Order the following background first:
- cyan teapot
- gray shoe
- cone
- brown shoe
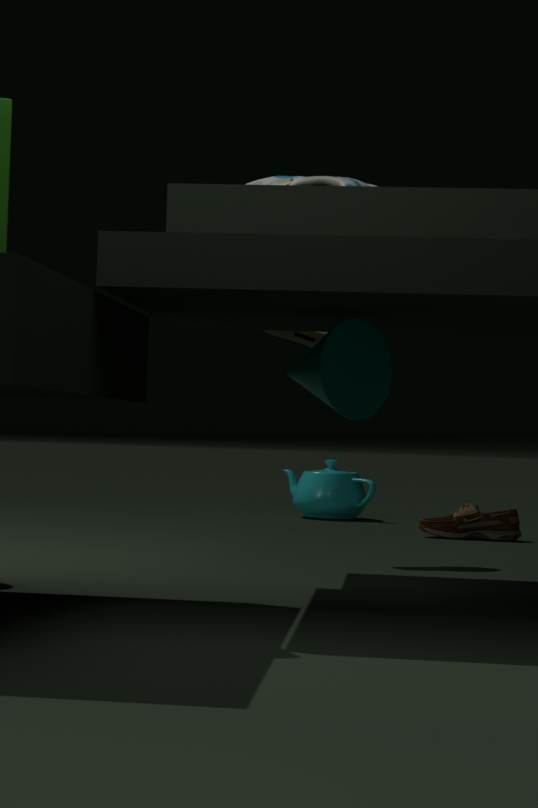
1. cyan teapot
2. brown shoe
3. gray shoe
4. cone
